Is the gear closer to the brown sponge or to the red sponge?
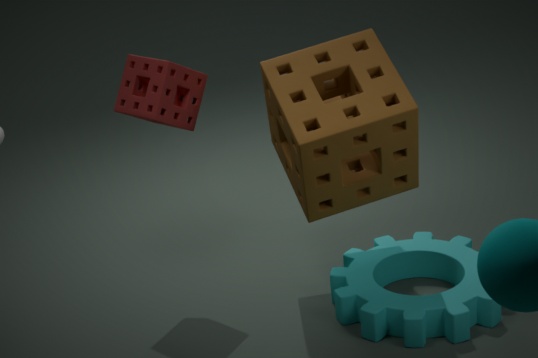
the brown sponge
